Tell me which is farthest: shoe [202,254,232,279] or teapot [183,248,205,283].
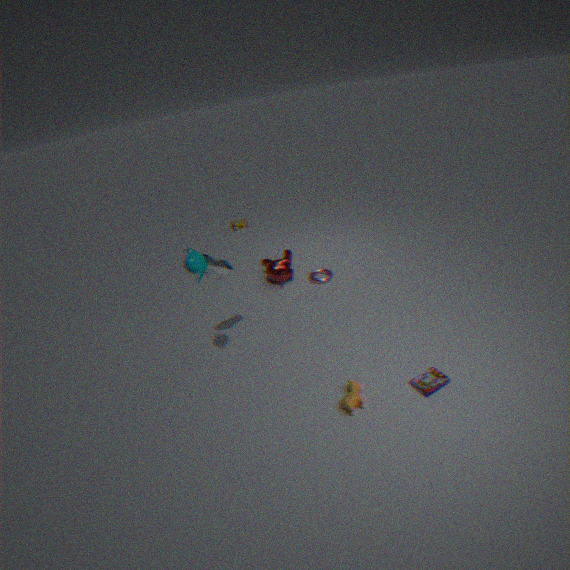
shoe [202,254,232,279]
